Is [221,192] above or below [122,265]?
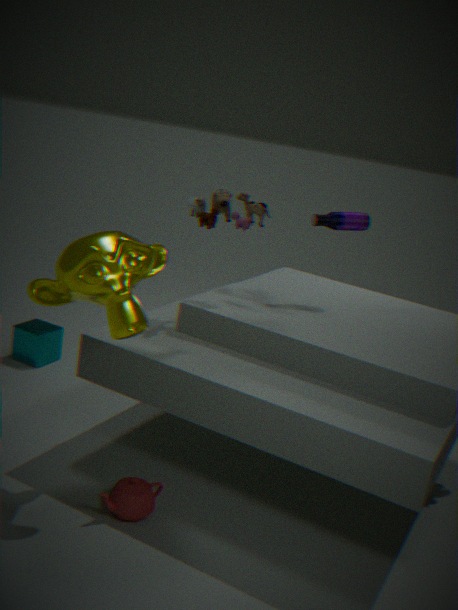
above
